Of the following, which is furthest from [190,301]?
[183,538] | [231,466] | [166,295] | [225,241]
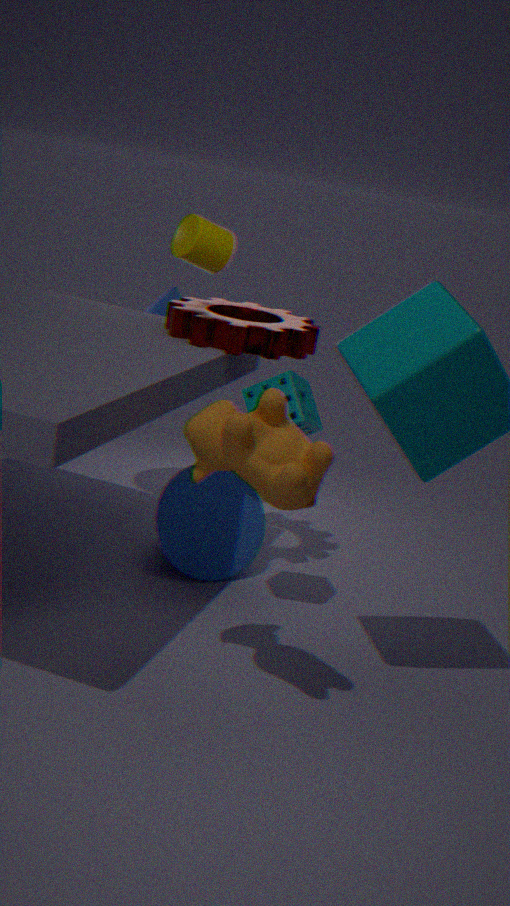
[231,466]
